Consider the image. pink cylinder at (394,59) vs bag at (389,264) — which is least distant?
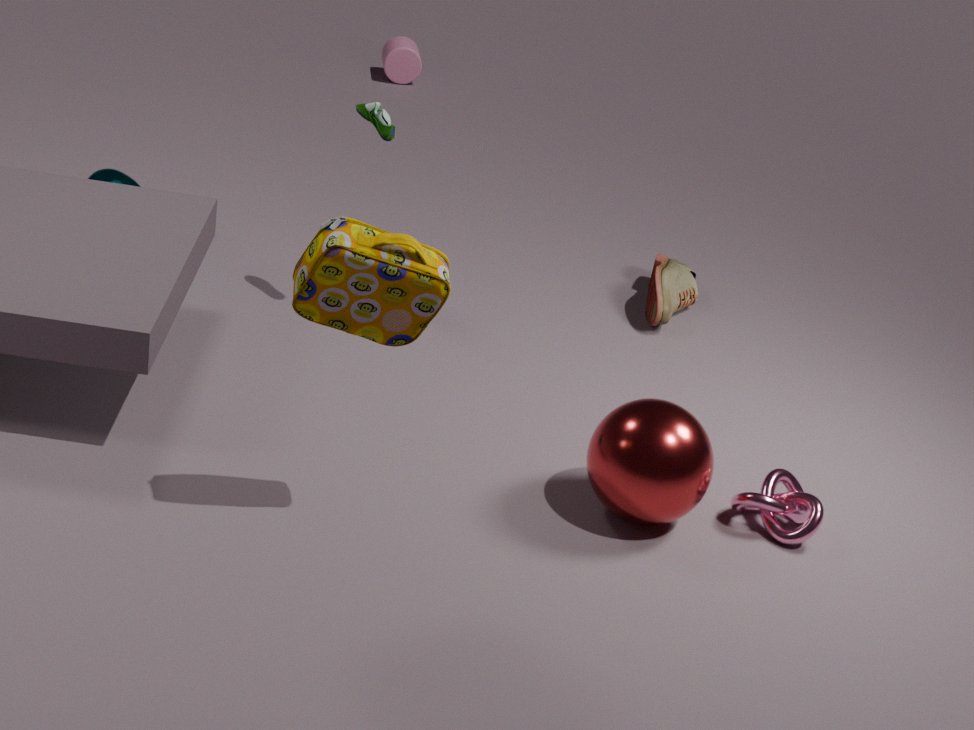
bag at (389,264)
